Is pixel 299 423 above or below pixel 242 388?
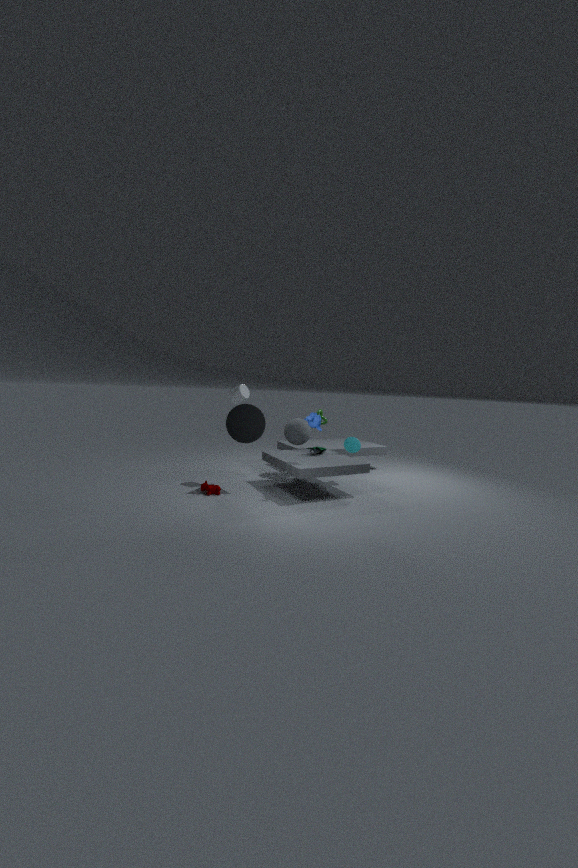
below
